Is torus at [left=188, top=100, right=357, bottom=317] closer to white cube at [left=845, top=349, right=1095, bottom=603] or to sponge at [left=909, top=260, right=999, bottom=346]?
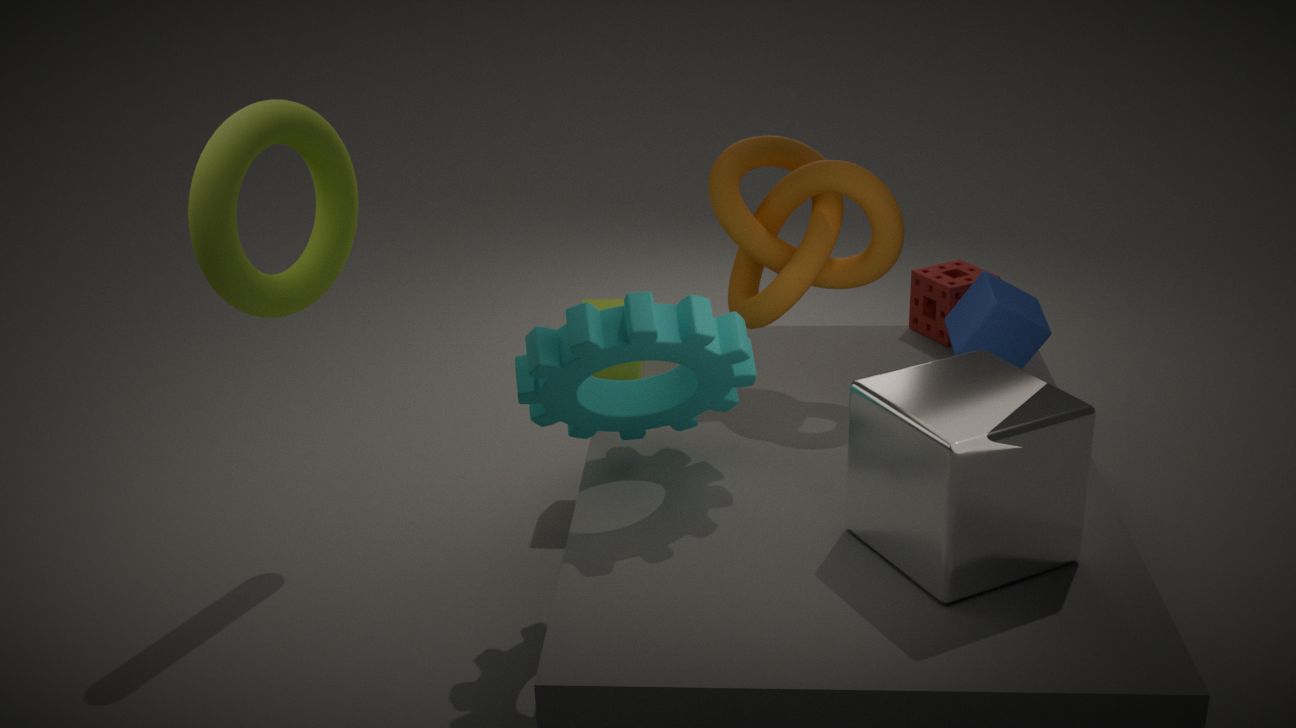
white cube at [left=845, top=349, right=1095, bottom=603]
